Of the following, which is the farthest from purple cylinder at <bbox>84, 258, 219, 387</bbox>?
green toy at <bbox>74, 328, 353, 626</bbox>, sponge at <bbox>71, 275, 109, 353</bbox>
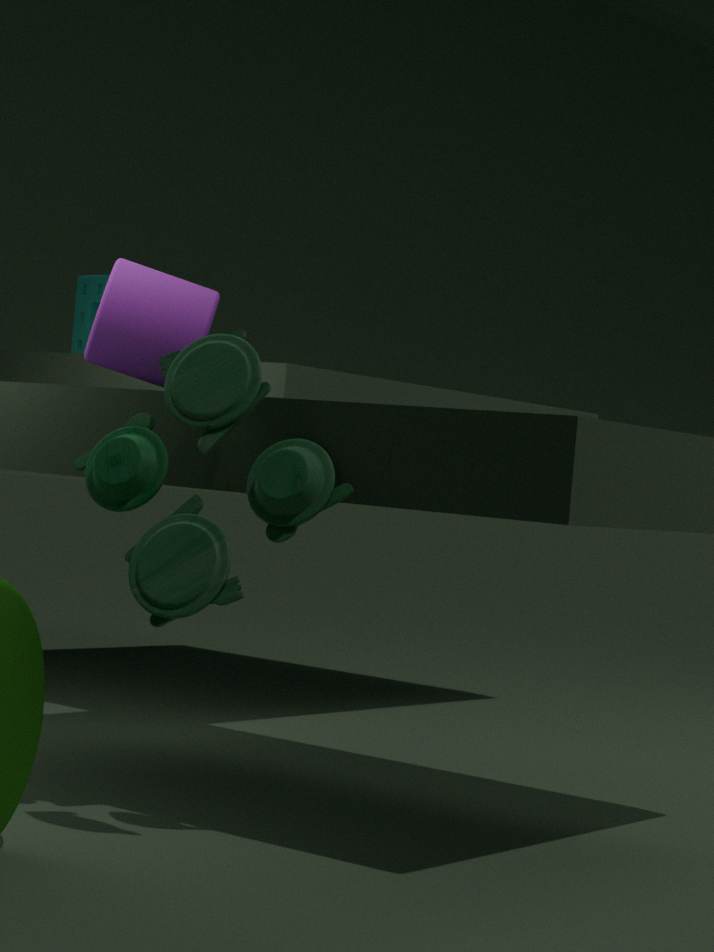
sponge at <bbox>71, 275, 109, 353</bbox>
